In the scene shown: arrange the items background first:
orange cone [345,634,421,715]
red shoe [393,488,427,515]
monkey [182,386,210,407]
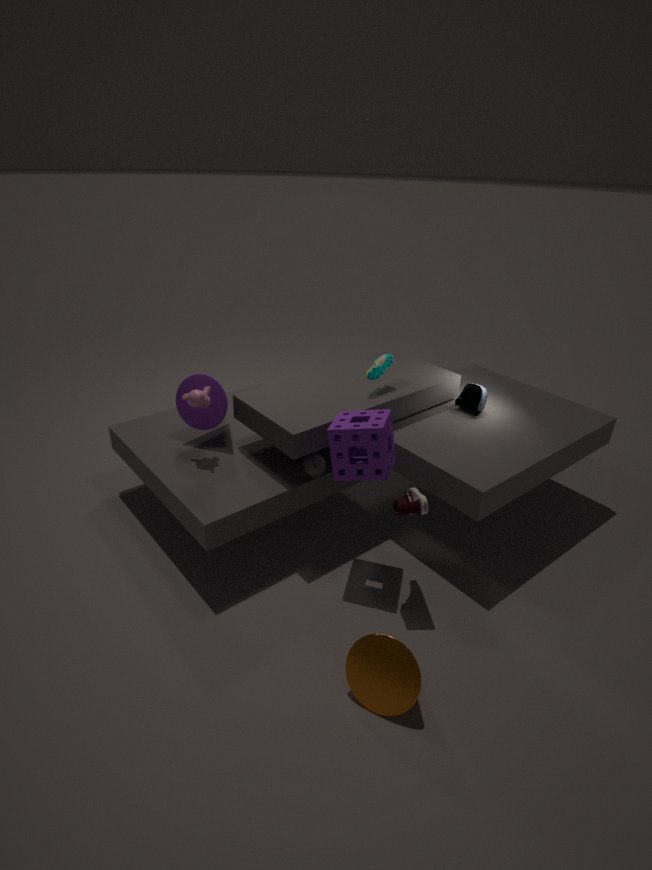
1. monkey [182,386,210,407]
2. red shoe [393,488,427,515]
3. orange cone [345,634,421,715]
